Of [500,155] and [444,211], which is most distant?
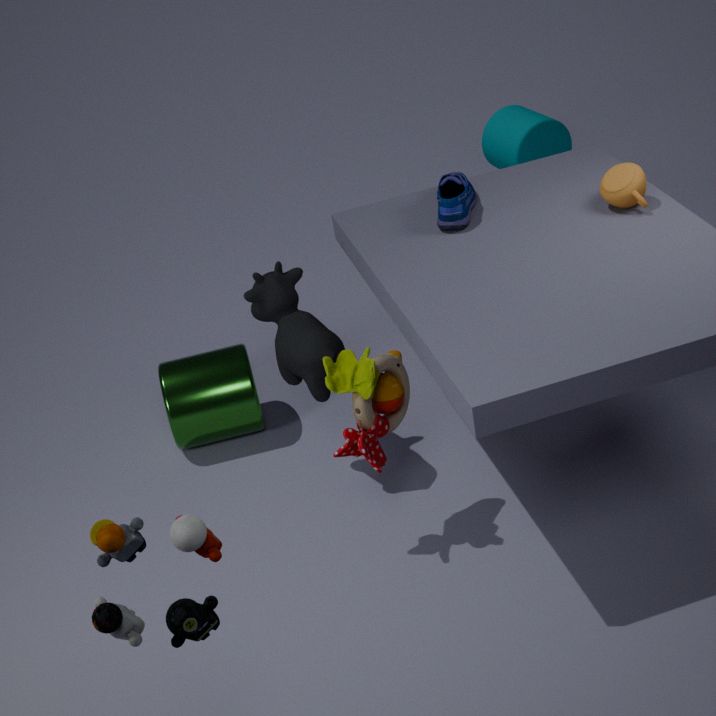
[500,155]
